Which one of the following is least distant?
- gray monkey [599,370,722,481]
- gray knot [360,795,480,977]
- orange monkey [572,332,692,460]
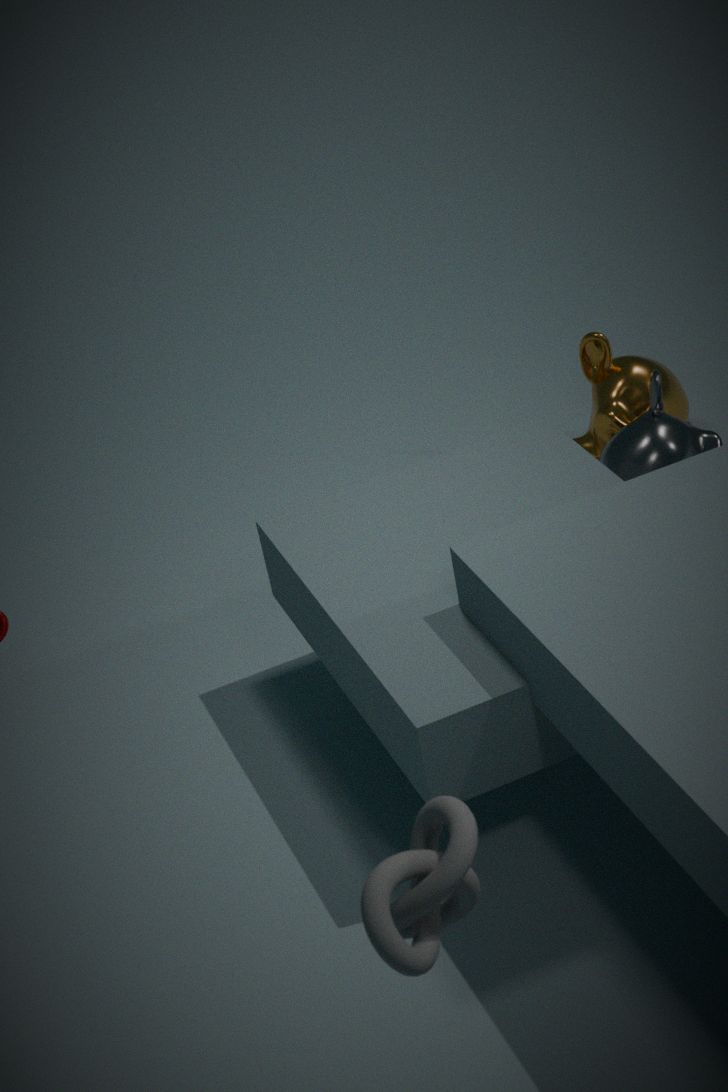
gray knot [360,795,480,977]
